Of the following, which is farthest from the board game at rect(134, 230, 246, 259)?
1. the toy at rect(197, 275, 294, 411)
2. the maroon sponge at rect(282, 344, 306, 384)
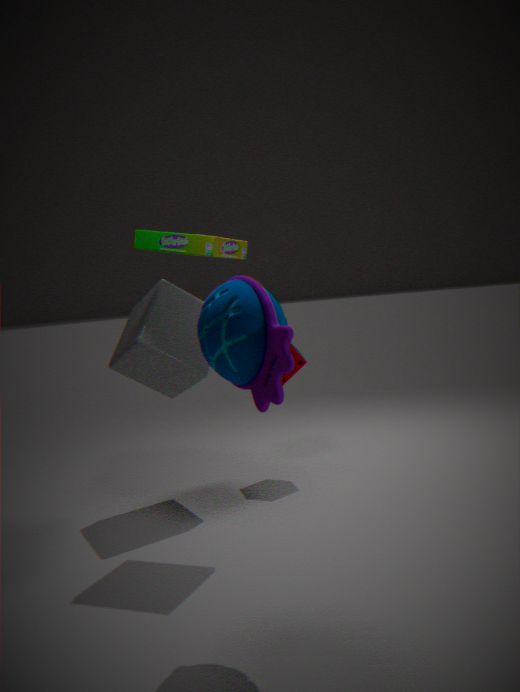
the maroon sponge at rect(282, 344, 306, 384)
